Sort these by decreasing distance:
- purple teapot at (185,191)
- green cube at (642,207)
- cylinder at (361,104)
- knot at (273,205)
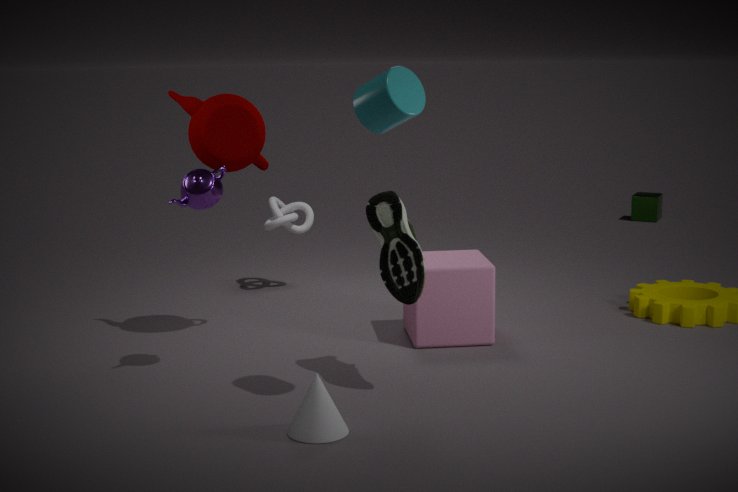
green cube at (642,207), knot at (273,205), purple teapot at (185,191), cylinder at (361,104)
